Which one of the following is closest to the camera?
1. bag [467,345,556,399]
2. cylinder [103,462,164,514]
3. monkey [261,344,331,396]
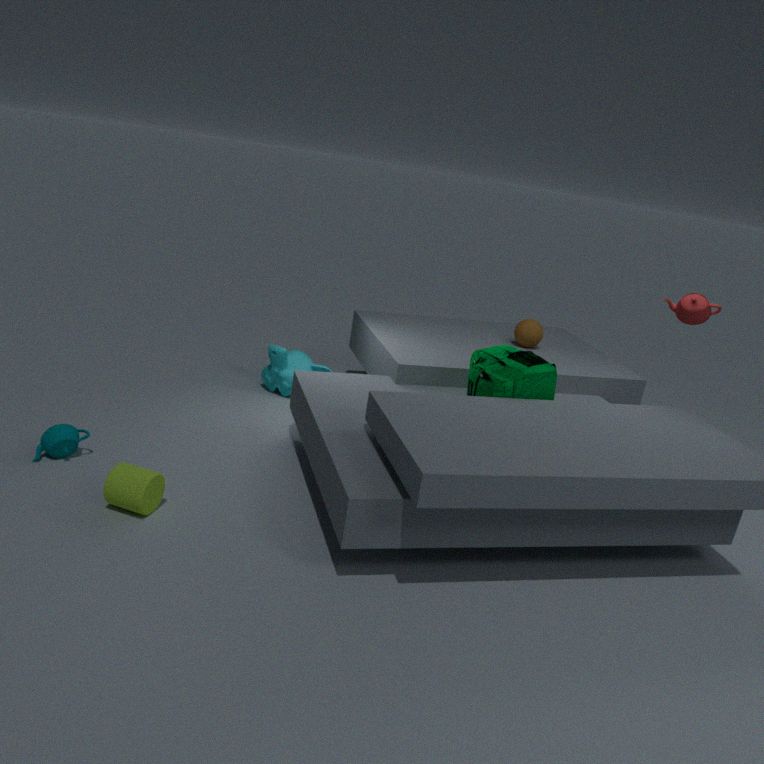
cylinder [103,462,164,514]
